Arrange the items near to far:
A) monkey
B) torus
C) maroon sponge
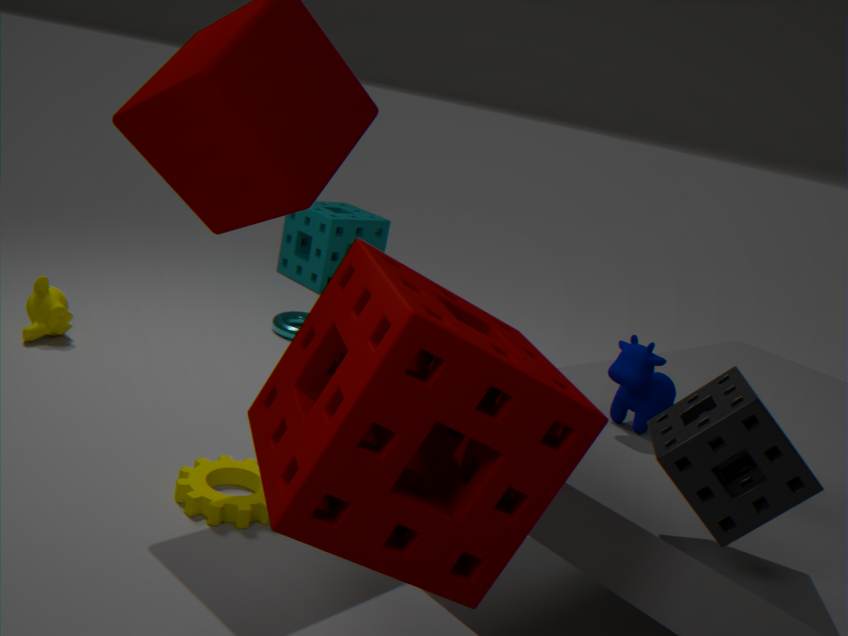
1. maroon sponge
2. monkey
3. torus
